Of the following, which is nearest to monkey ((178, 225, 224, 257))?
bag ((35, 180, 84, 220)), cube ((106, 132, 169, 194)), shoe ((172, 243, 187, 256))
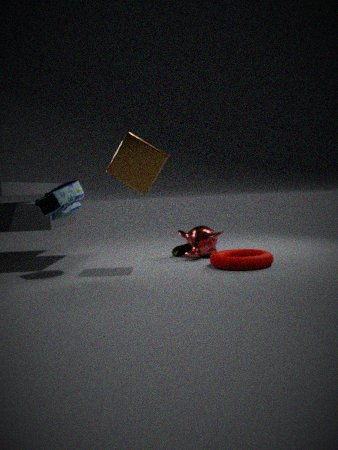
shoe ((172, 243, 187, 256))
